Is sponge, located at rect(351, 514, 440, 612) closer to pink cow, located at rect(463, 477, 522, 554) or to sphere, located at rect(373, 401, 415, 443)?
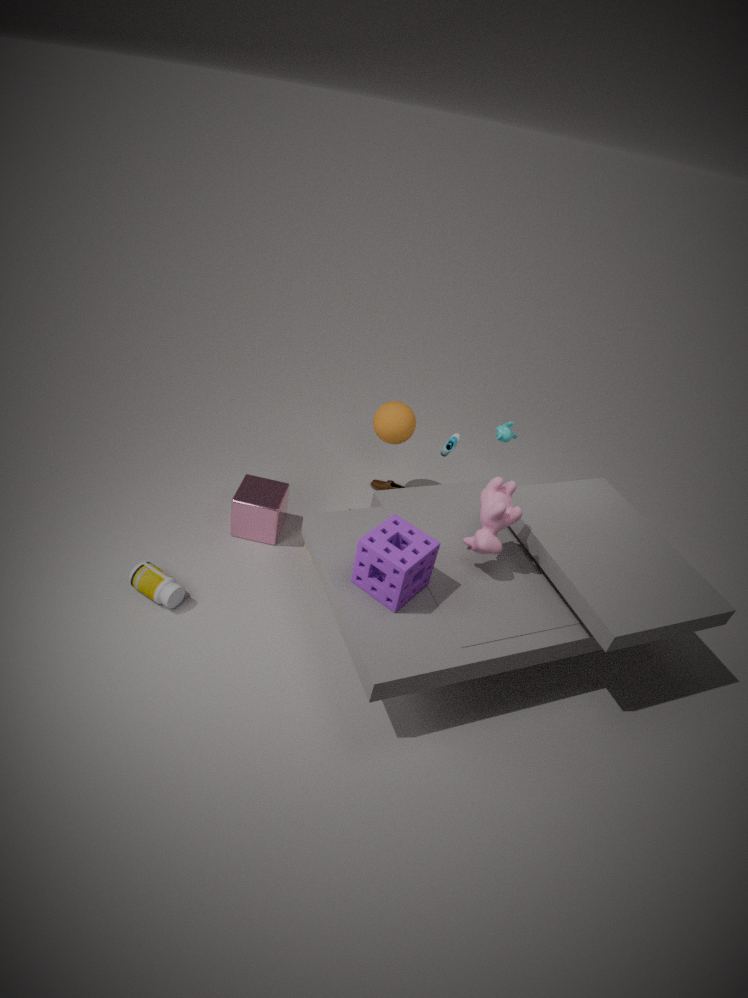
pink cow, located at rect(463, 477, 522, 554)
